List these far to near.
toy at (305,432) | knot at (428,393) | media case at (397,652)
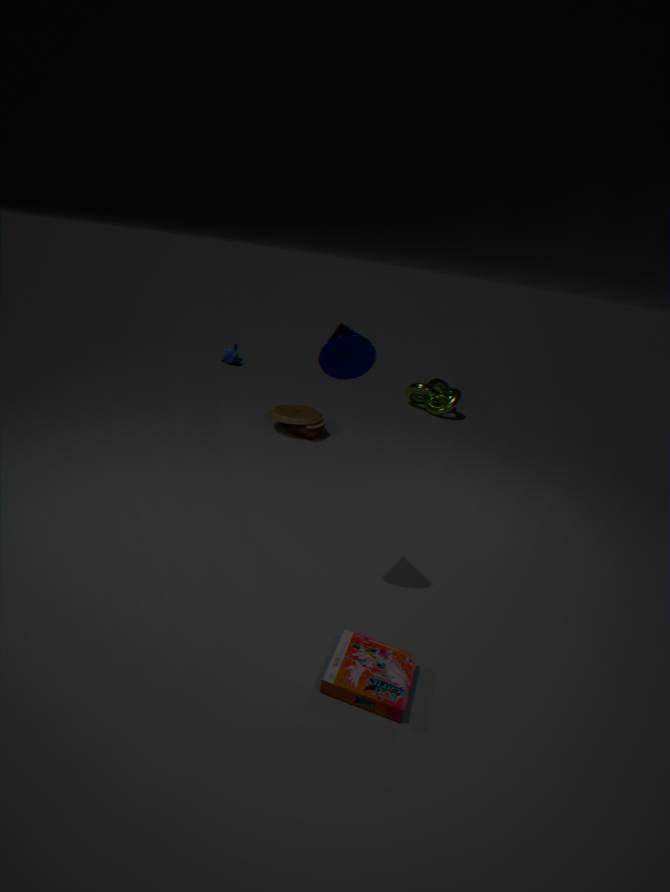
knot at (428,393)
toy at (305,432)
media case at (397,652)
